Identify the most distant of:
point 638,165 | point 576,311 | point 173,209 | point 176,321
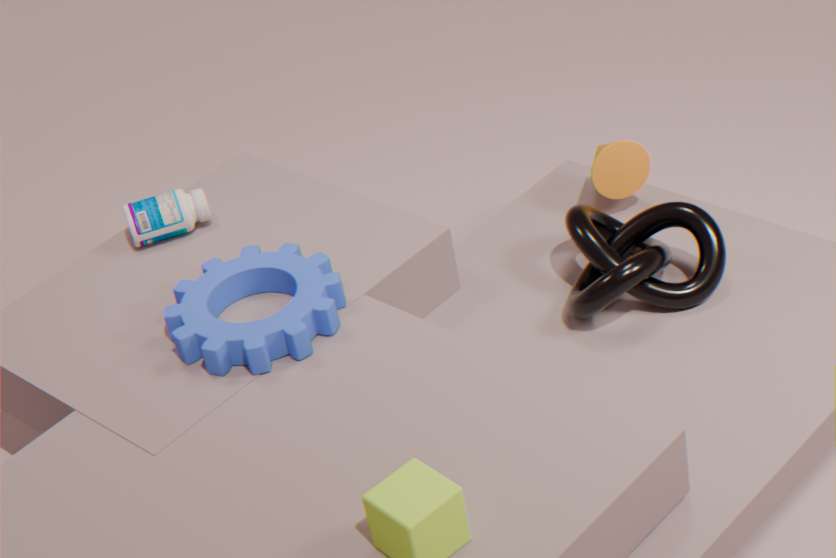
point 638,165
